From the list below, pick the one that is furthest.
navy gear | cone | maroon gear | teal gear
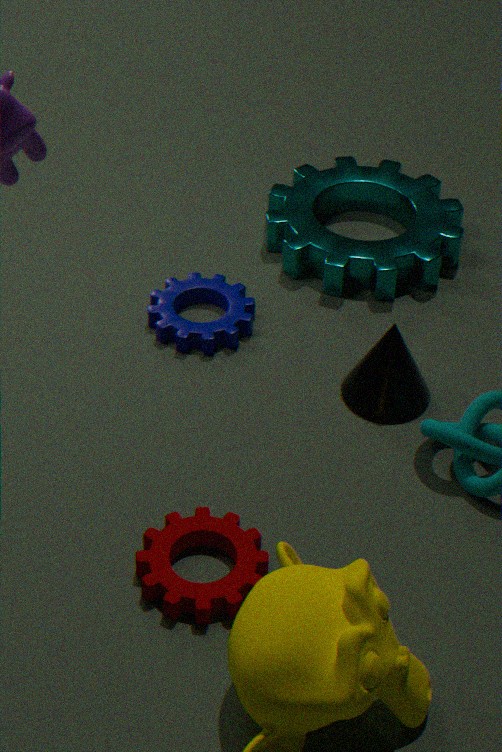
teal gear
